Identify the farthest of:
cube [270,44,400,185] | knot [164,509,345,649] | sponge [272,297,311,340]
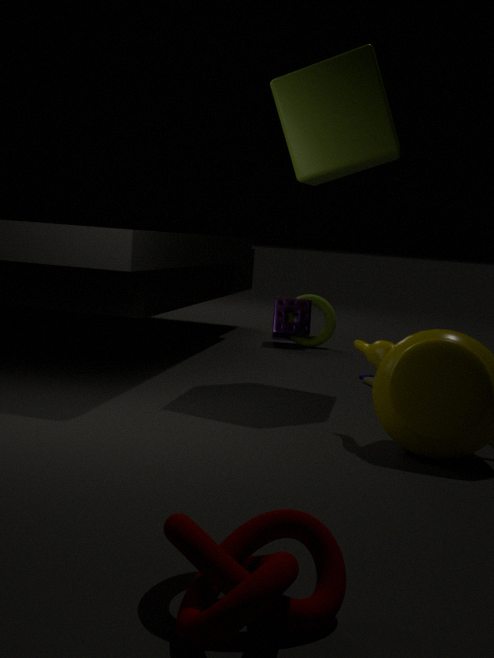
sponge [272,297,311,340]
